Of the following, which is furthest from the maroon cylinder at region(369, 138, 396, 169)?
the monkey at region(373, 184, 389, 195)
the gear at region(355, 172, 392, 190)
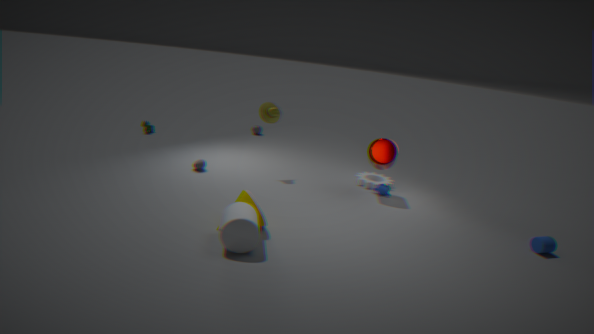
the gear at region(355, 172, 392, 190)
